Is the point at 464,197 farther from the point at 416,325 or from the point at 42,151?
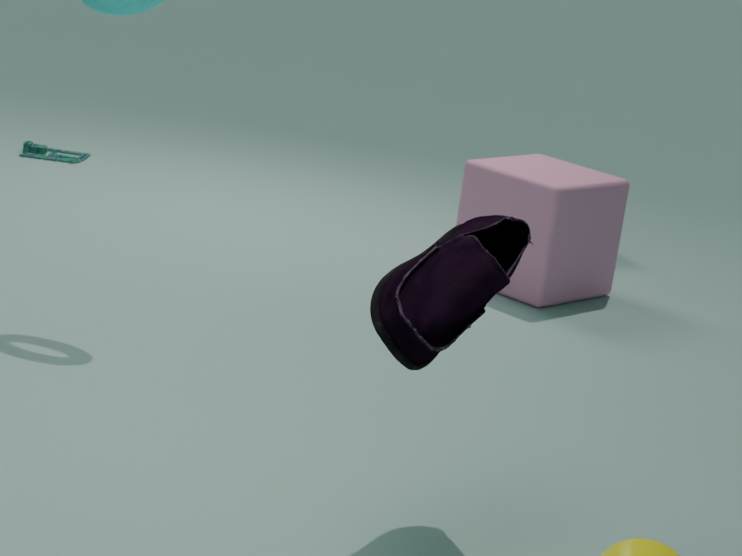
the point at 416,325
